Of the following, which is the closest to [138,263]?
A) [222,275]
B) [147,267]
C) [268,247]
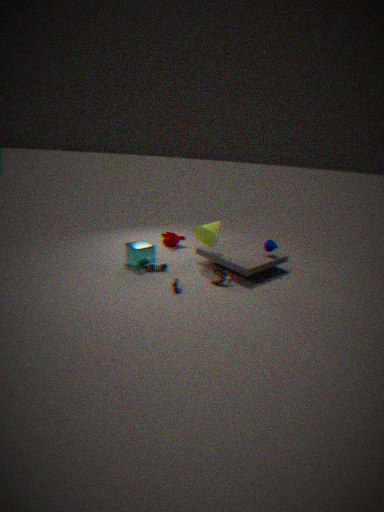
[147,267]
